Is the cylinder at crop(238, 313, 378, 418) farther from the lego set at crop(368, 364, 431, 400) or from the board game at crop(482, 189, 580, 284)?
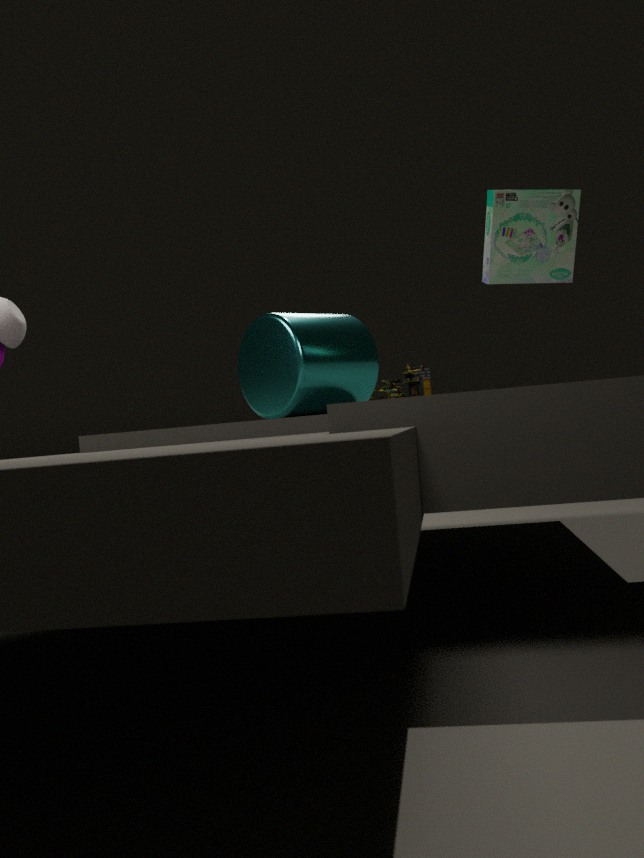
the board game at crop(482, 189, 580, 284)
